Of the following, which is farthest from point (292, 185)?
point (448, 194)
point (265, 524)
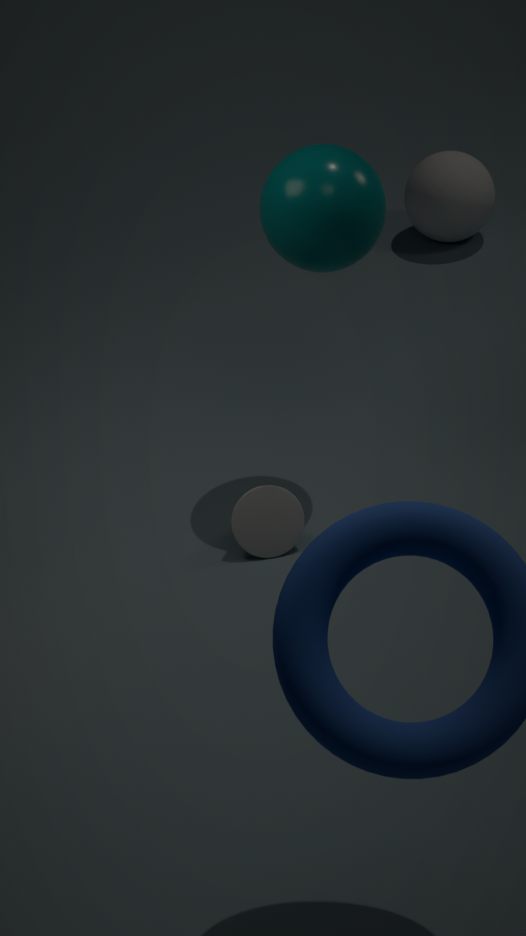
point (448, 194)
